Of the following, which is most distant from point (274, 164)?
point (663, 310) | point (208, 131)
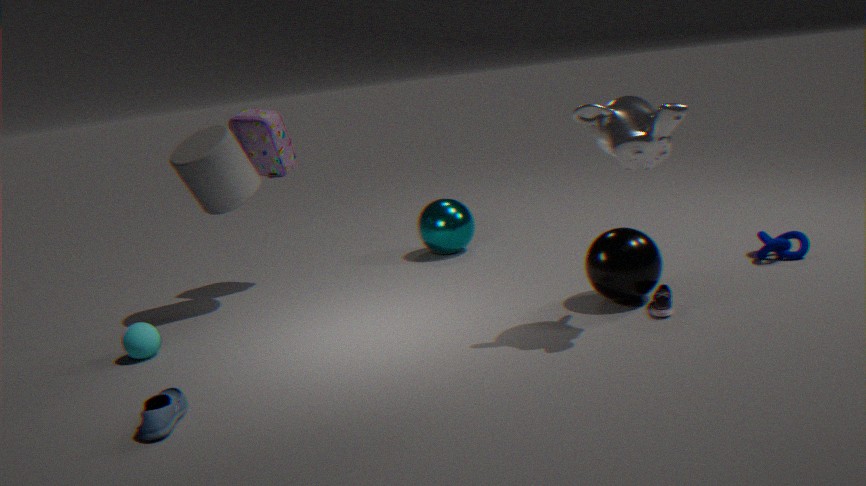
point (663, 310)
